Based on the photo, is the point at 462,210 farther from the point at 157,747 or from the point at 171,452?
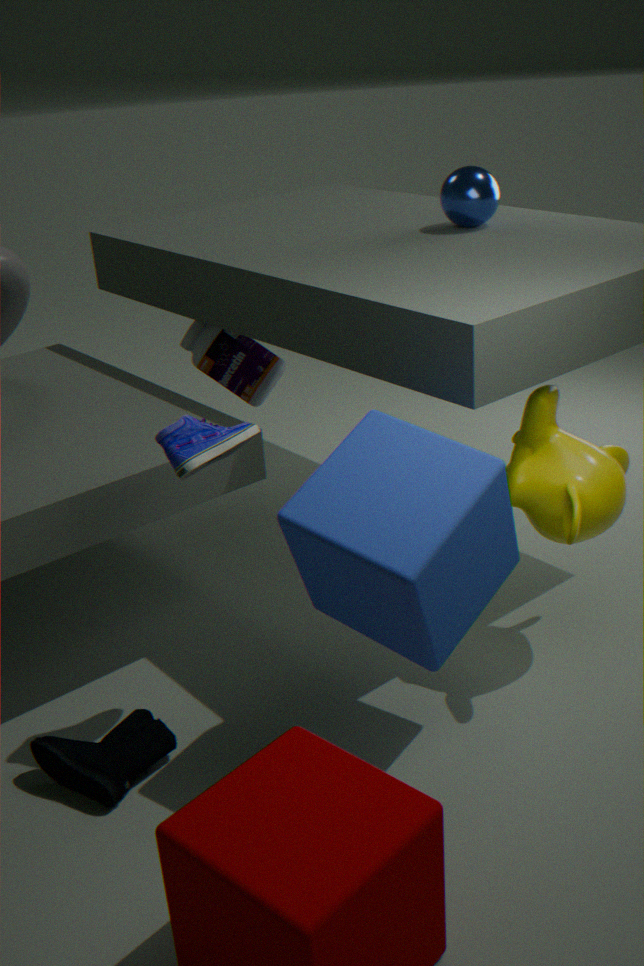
the point at 157,747
